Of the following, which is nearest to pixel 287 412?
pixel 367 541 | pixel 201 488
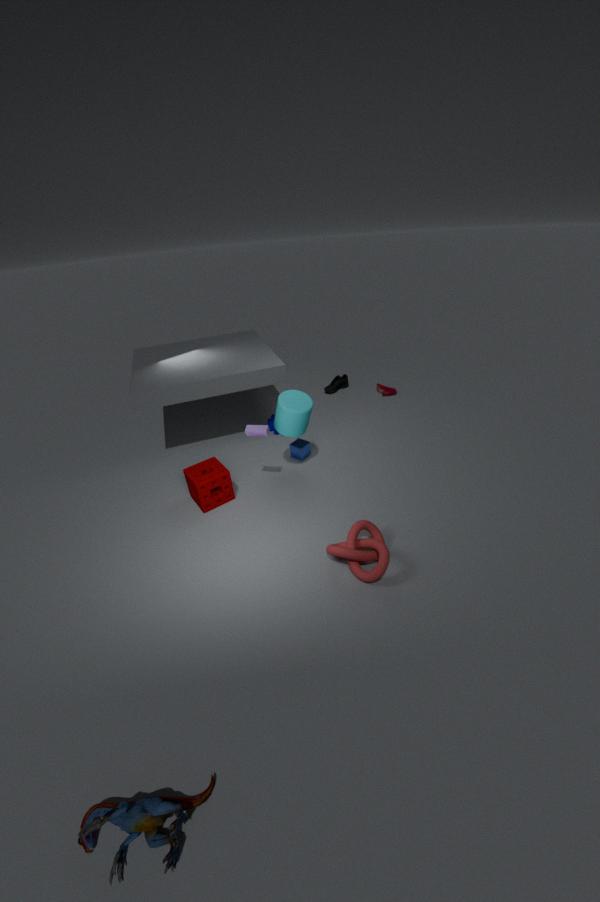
pixel 201 488
